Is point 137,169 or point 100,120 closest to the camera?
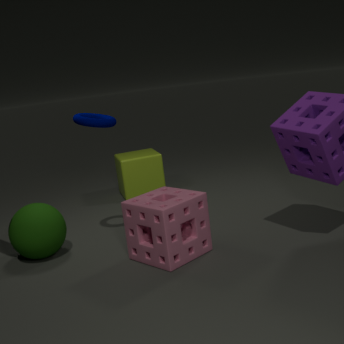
point 100,120
